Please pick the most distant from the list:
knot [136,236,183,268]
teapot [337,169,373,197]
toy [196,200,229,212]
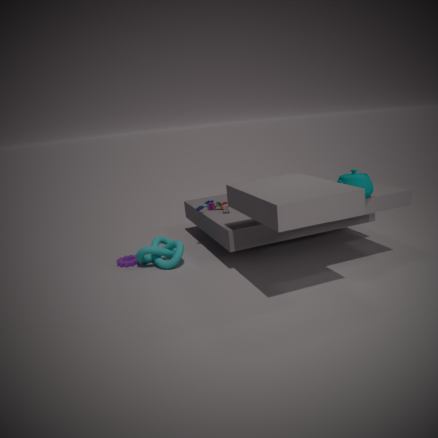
toy [196,200,229,212]
